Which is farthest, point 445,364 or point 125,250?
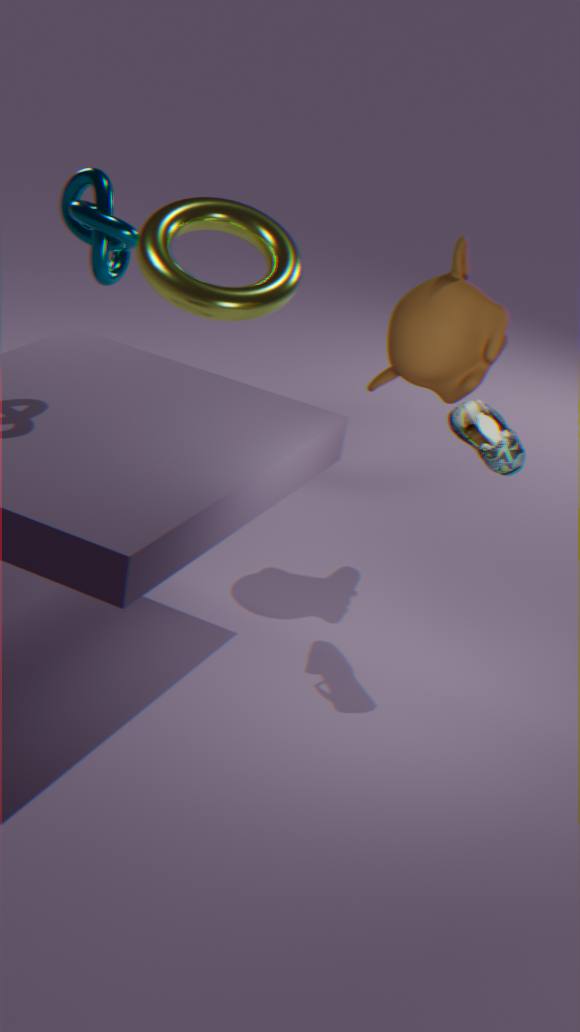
point 445,364
